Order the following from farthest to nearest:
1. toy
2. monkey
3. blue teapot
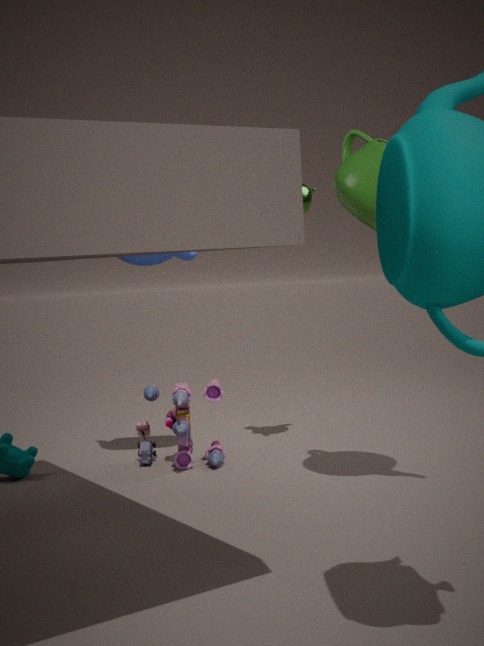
monkey, blue teapot, toy
